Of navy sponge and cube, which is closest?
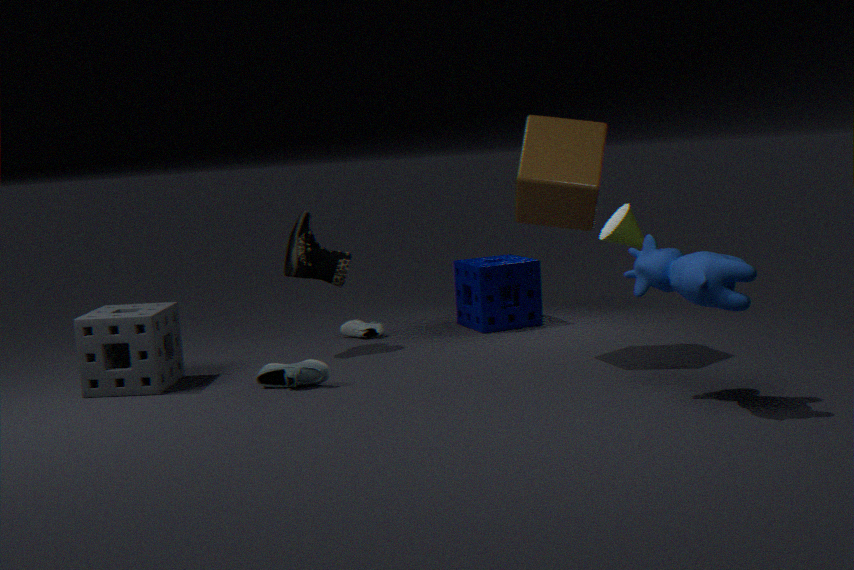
cube
